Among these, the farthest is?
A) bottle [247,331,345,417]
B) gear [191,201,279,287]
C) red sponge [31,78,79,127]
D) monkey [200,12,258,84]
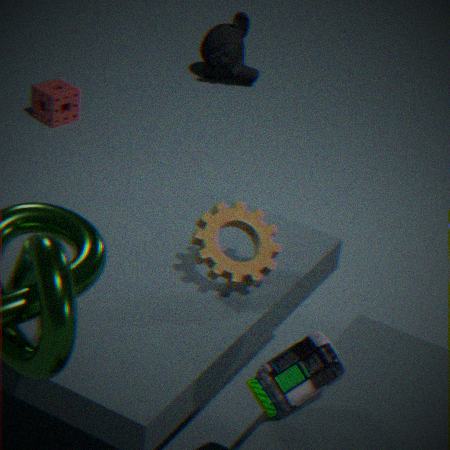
monkey [200,12,258,84]
